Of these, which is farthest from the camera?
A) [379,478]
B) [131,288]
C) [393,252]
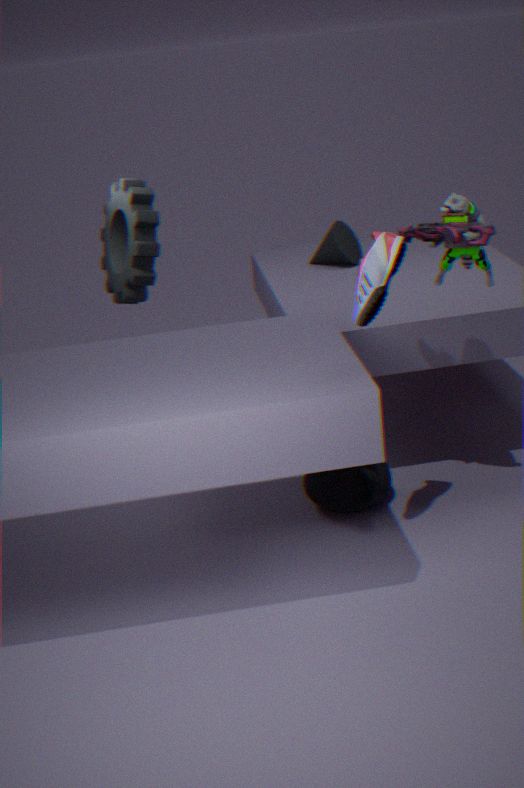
B. [131,288]
